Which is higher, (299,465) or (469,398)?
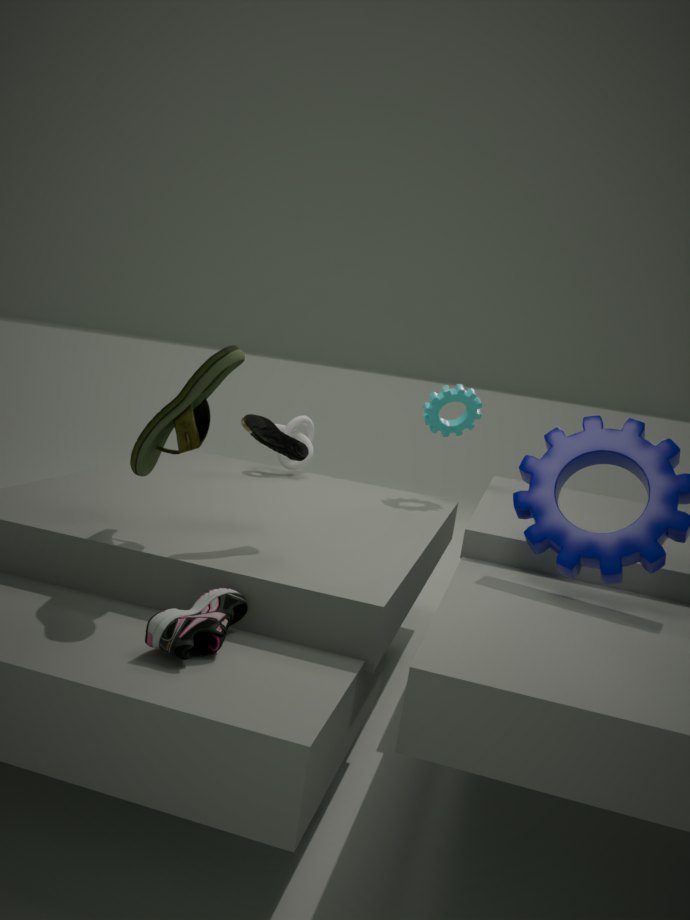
(469,398)
